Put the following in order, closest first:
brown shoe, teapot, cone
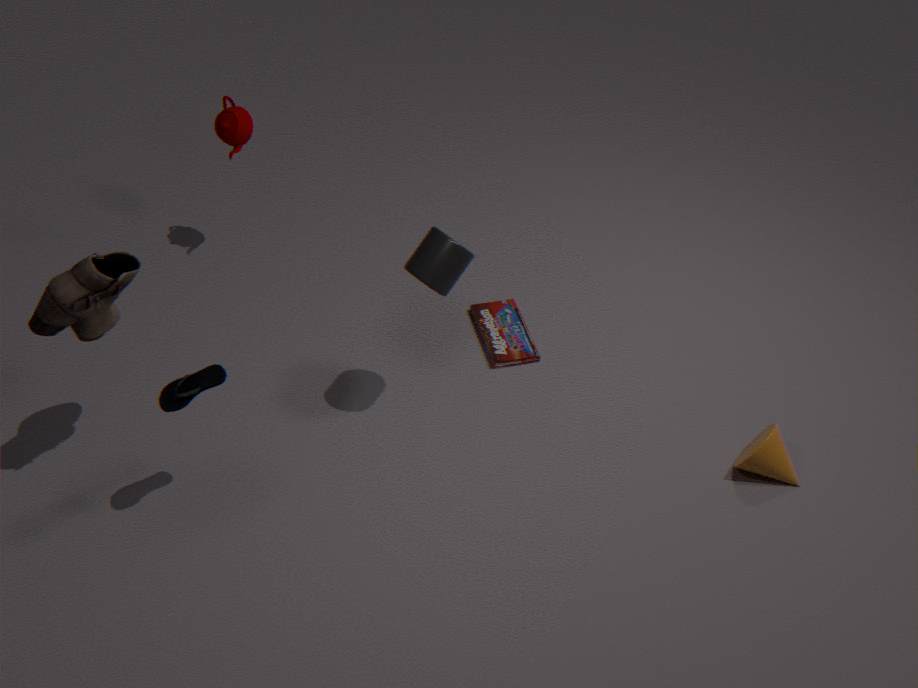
brown shoe
cone
teapot
